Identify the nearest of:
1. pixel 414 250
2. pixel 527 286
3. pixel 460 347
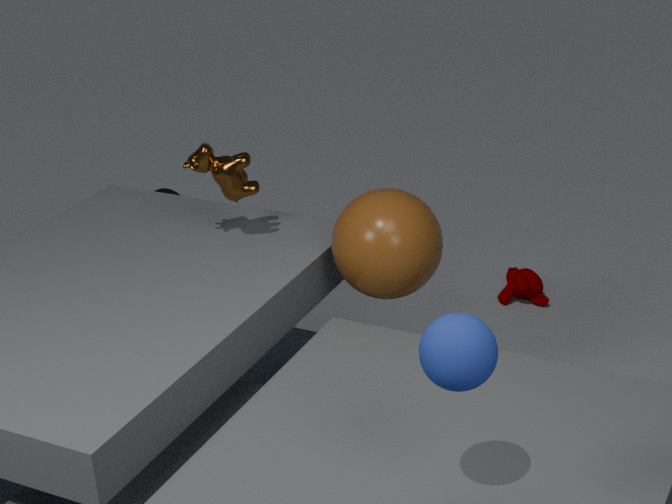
pixel 460 347
